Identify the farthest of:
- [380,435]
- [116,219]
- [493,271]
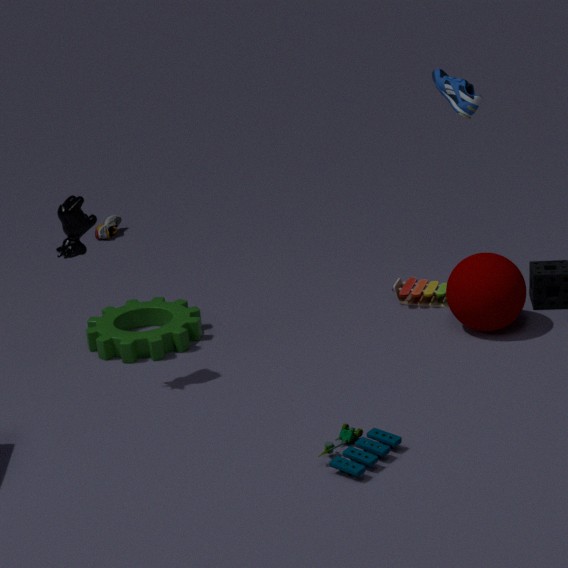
[116,219]
